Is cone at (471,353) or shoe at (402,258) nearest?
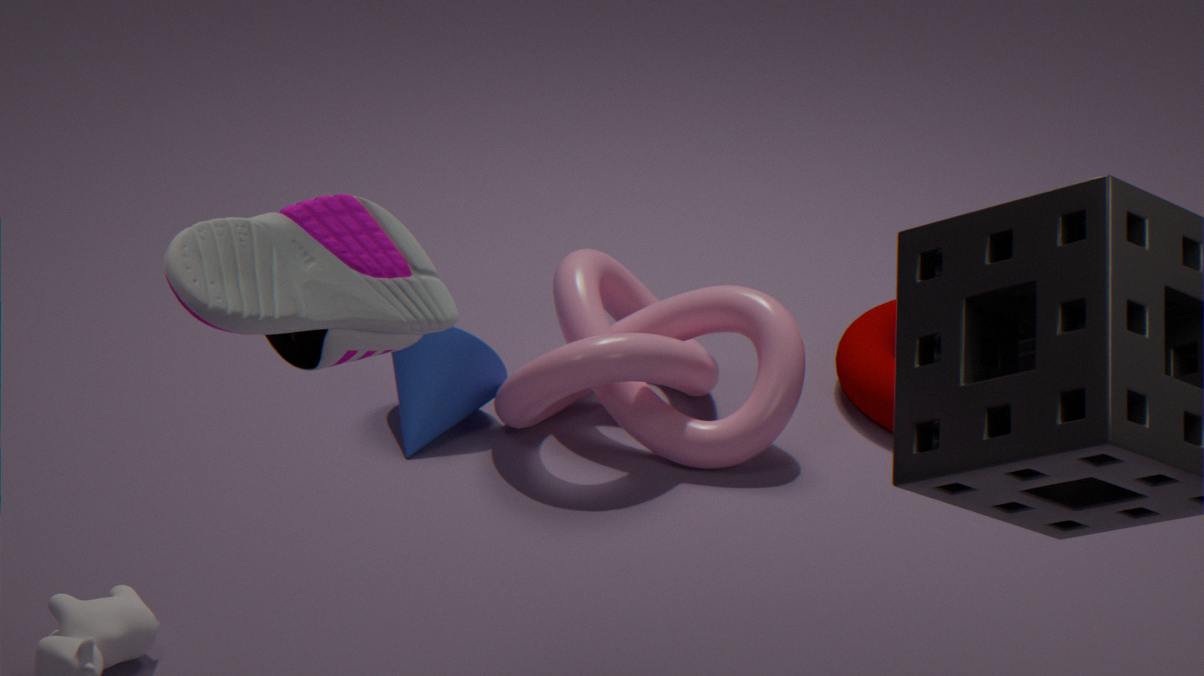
shoe at (402,258)
